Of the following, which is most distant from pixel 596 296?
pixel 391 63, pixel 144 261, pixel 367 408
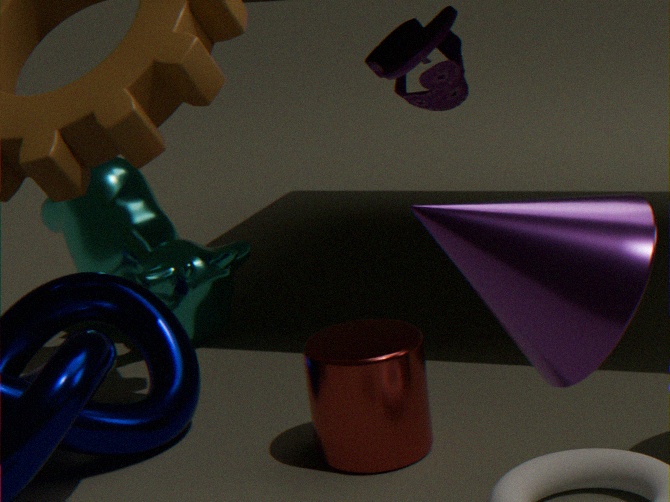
pixel 144 261
